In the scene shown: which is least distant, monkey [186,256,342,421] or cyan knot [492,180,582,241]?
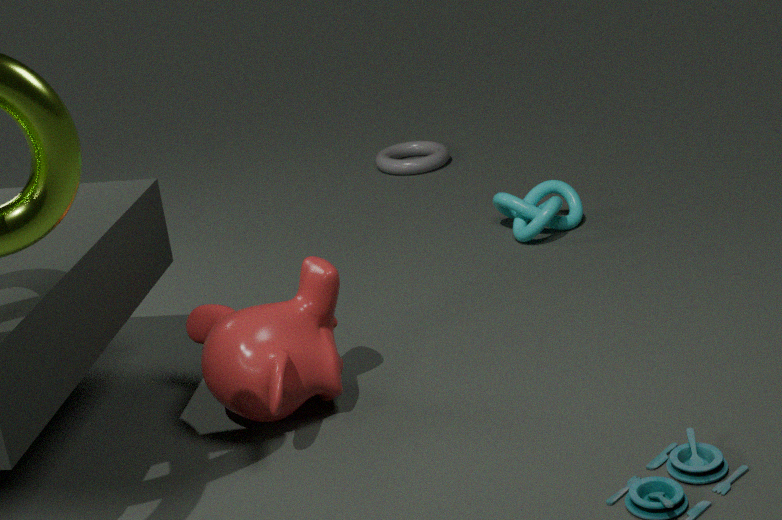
monkey [186,256,342,421]
